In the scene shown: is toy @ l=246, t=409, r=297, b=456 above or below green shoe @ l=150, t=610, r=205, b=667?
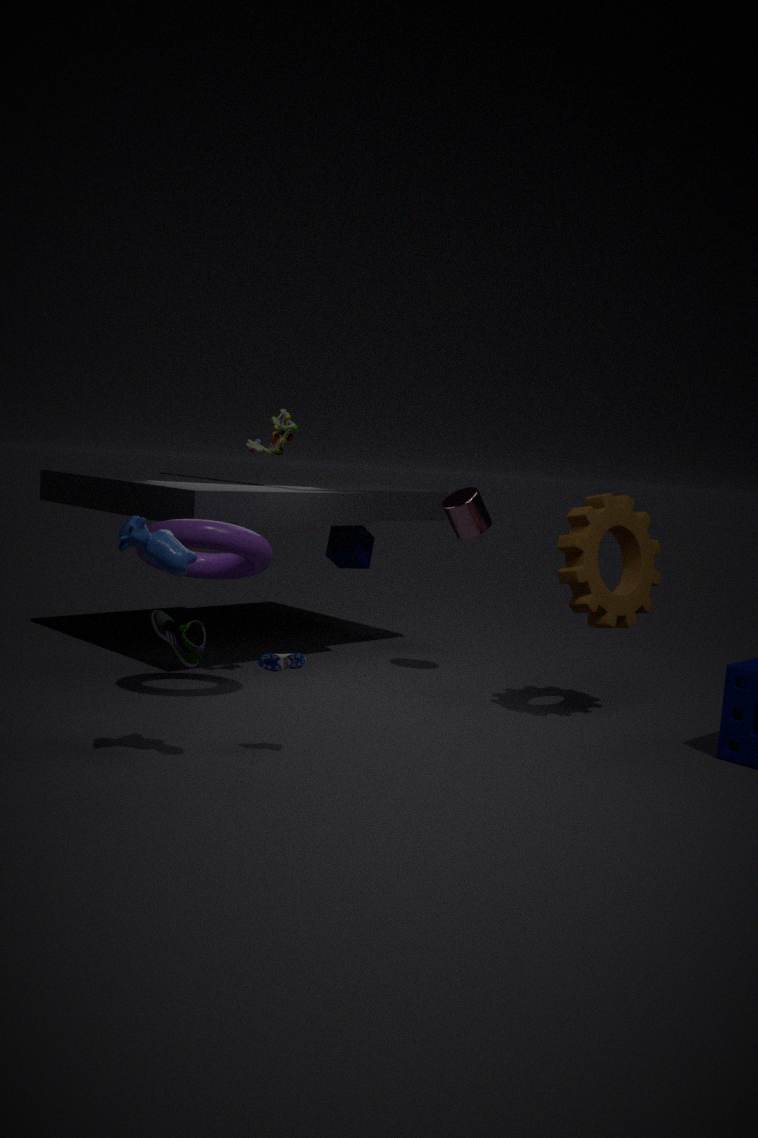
above
